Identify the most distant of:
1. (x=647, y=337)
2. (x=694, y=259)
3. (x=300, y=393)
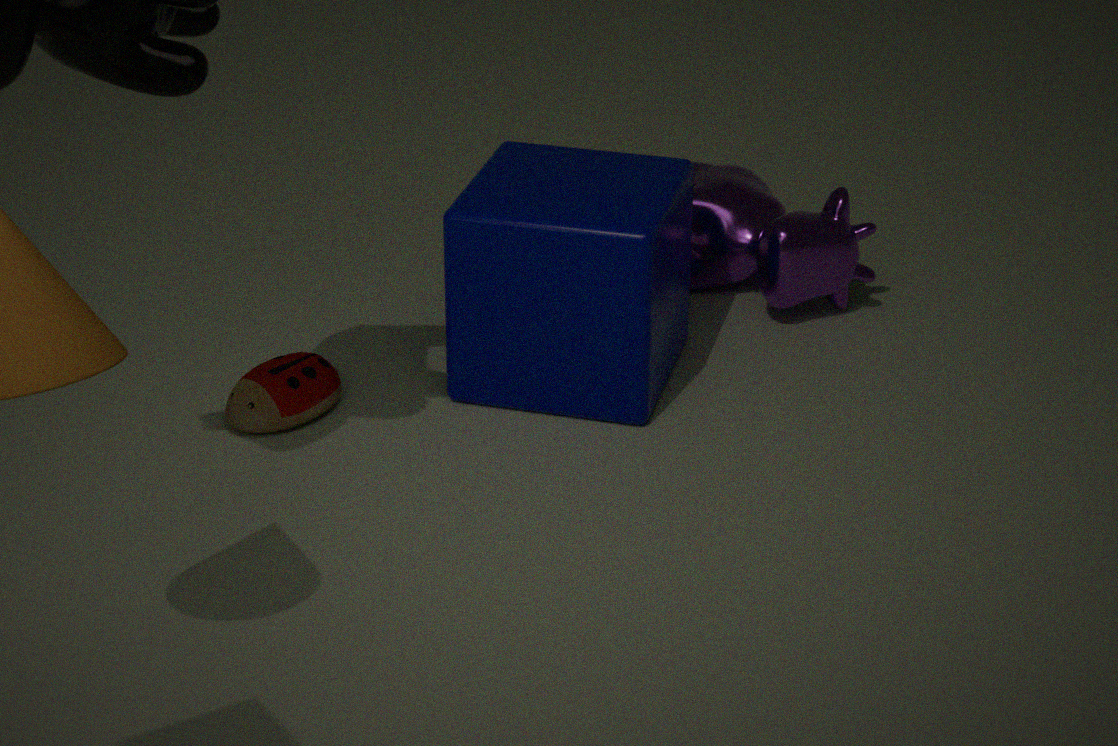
(x=694, y=259)
